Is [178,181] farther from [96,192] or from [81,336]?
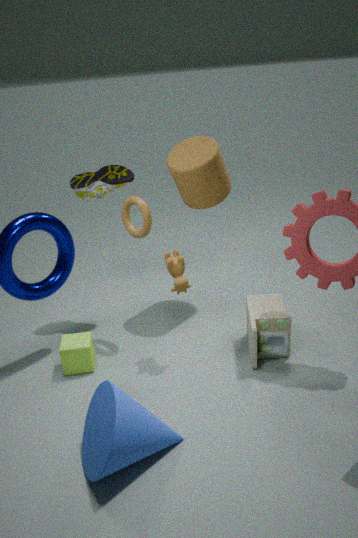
[81,336]
